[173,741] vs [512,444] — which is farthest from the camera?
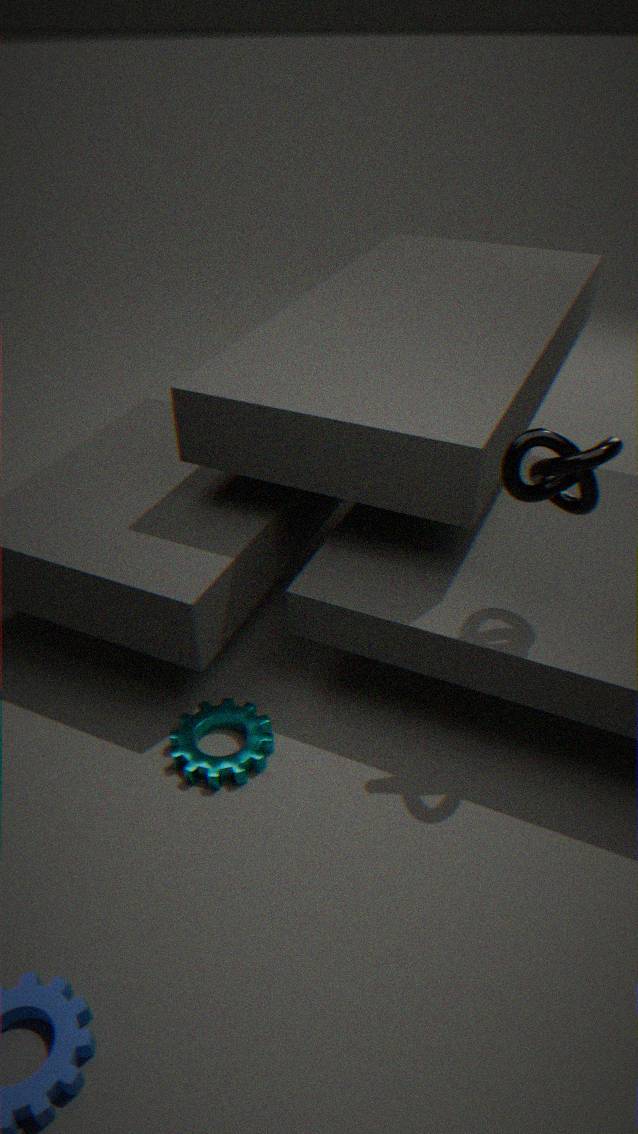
[173,741]
